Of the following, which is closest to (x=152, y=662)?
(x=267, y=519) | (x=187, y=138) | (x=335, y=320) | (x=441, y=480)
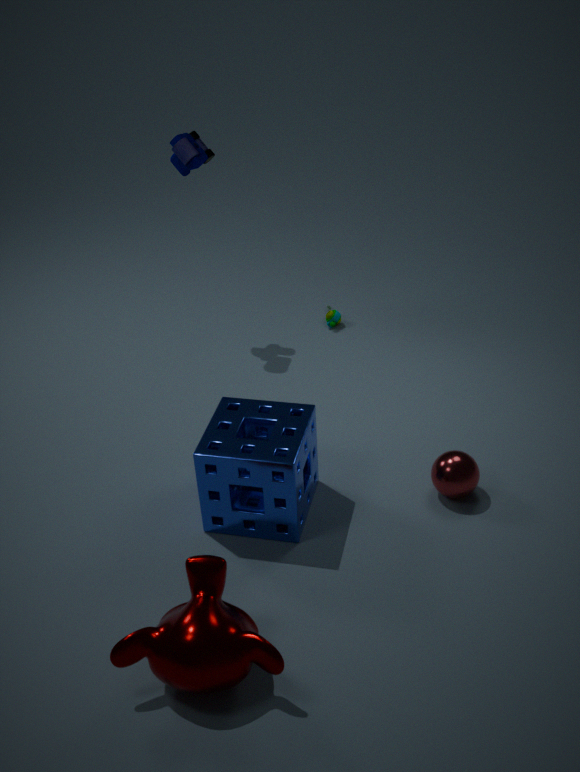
(x=267, y=519)
